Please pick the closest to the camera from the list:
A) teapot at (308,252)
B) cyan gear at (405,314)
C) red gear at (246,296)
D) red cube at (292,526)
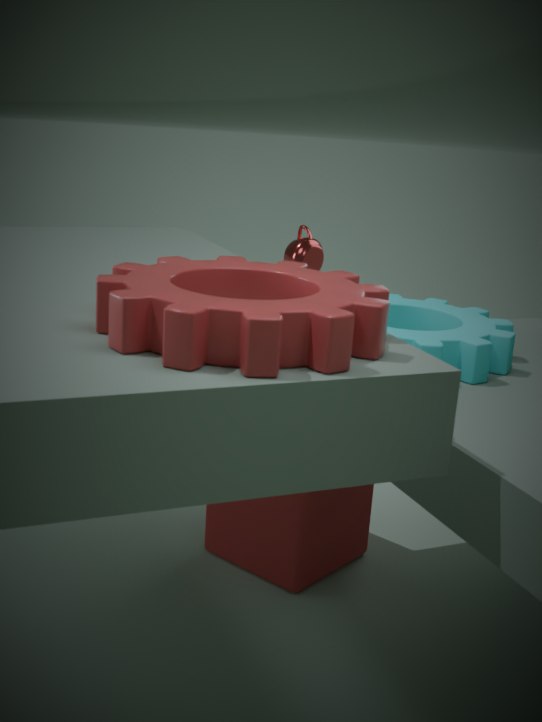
red gear at (246,296)
